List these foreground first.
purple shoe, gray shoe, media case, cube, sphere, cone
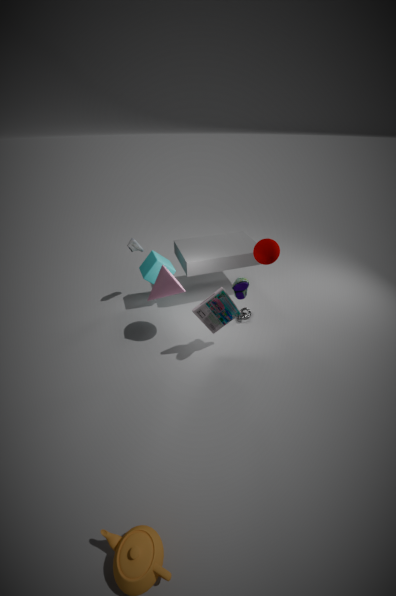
purple shoe
media case
cone
sphere
cube
gray shoe
